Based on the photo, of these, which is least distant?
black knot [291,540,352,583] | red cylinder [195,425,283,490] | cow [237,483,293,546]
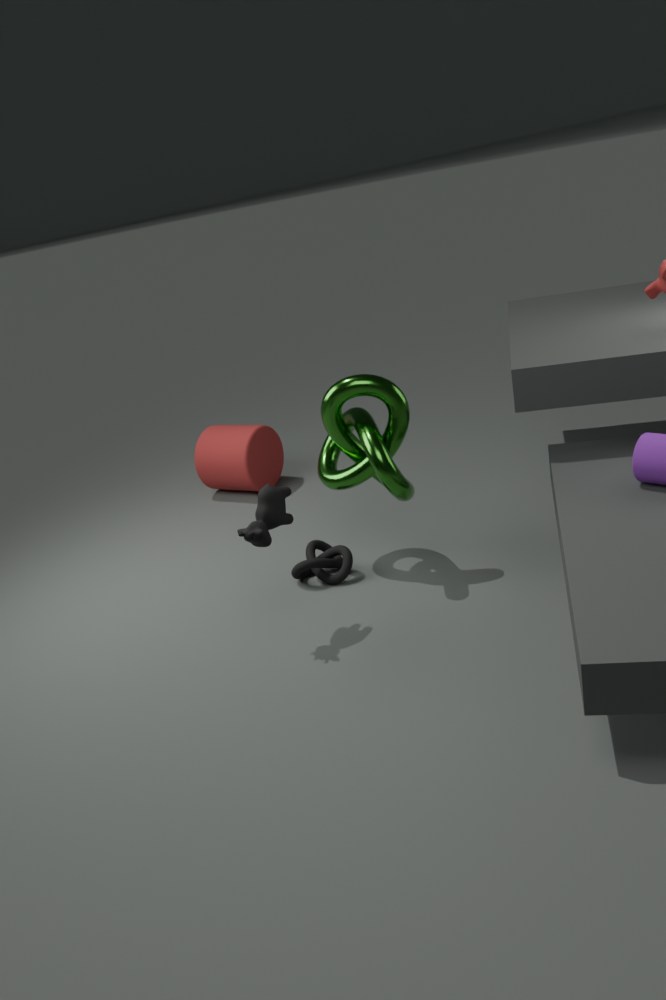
cow [237,483,293,546]
